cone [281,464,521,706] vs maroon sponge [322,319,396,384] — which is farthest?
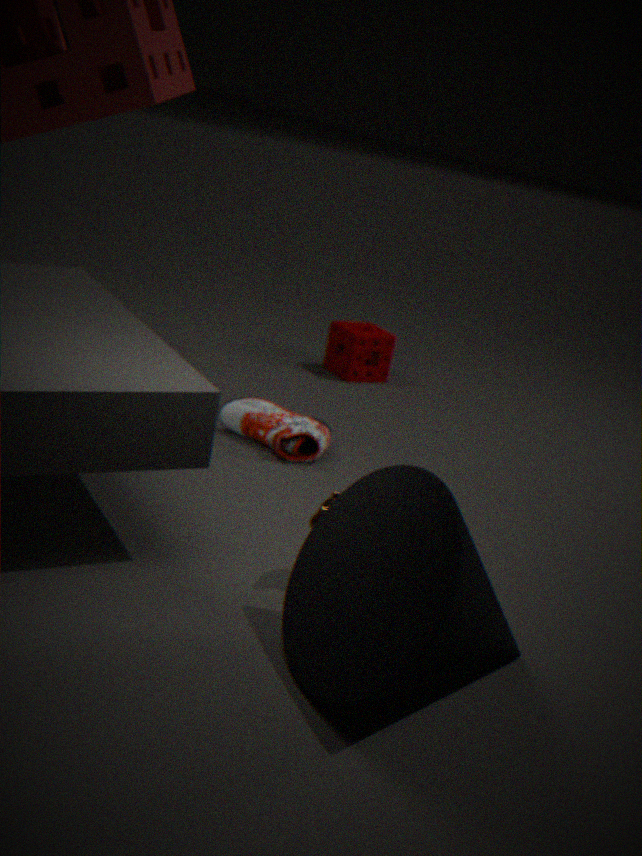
maroon sponge [322,319,396,384]
